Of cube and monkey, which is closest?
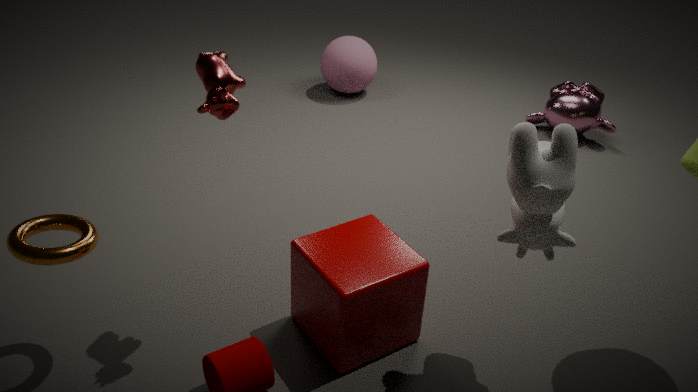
cube
